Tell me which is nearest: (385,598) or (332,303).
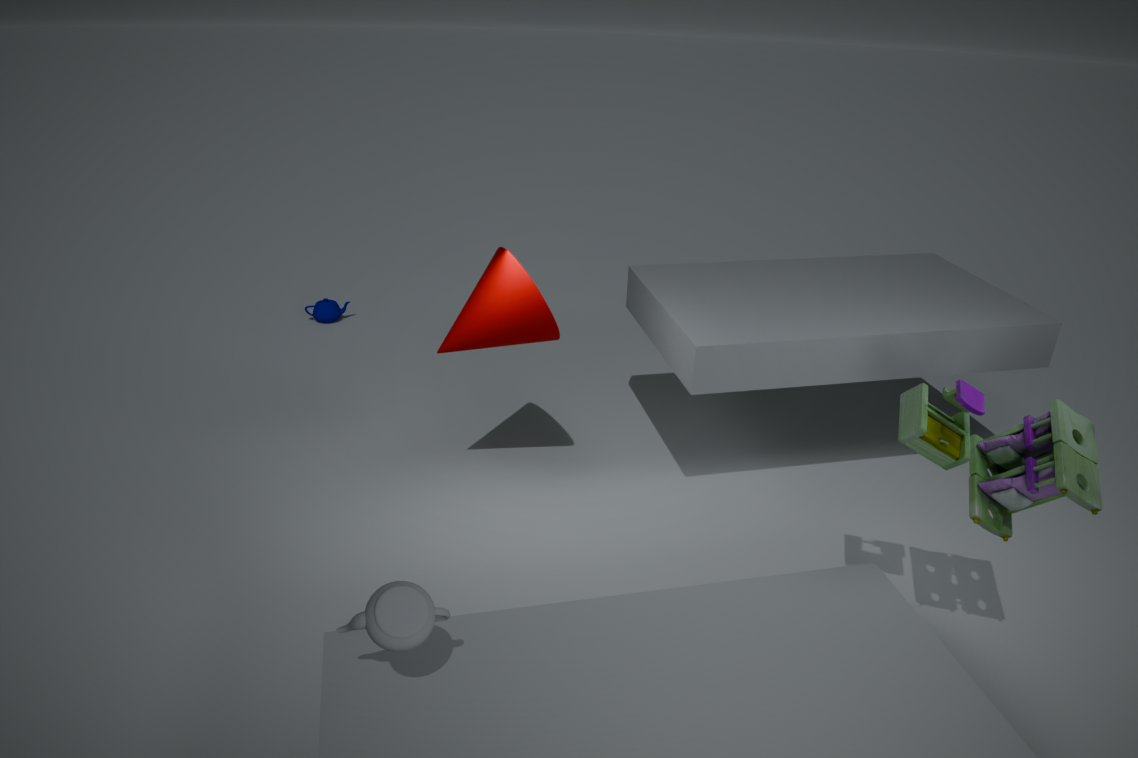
(385,598)
